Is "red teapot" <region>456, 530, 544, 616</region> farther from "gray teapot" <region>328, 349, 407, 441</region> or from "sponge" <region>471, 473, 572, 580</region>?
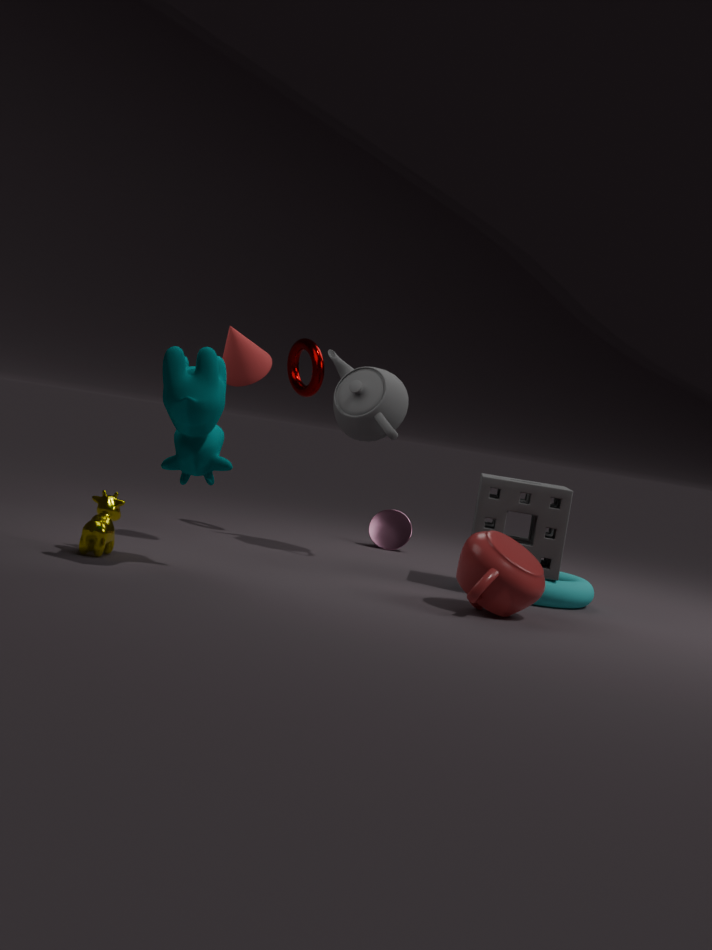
"gray teapot" <region>328, 349, 407, 441</region>
